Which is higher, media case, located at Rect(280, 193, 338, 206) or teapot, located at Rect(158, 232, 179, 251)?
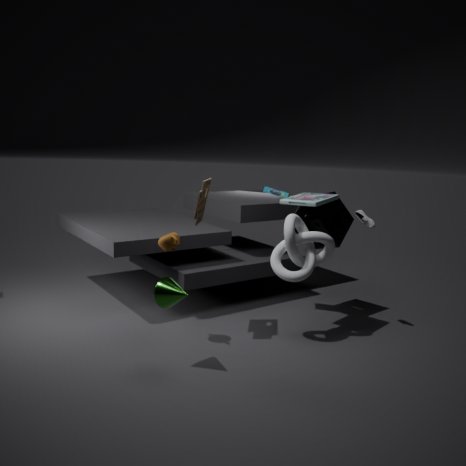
media case, located at Rect(280, 193, 338, 206)
